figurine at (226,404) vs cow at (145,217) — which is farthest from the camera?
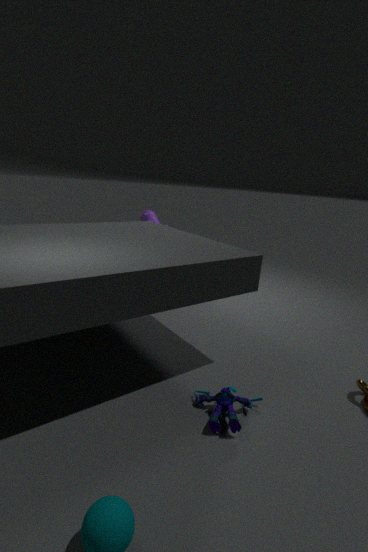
cow at (145,217)
